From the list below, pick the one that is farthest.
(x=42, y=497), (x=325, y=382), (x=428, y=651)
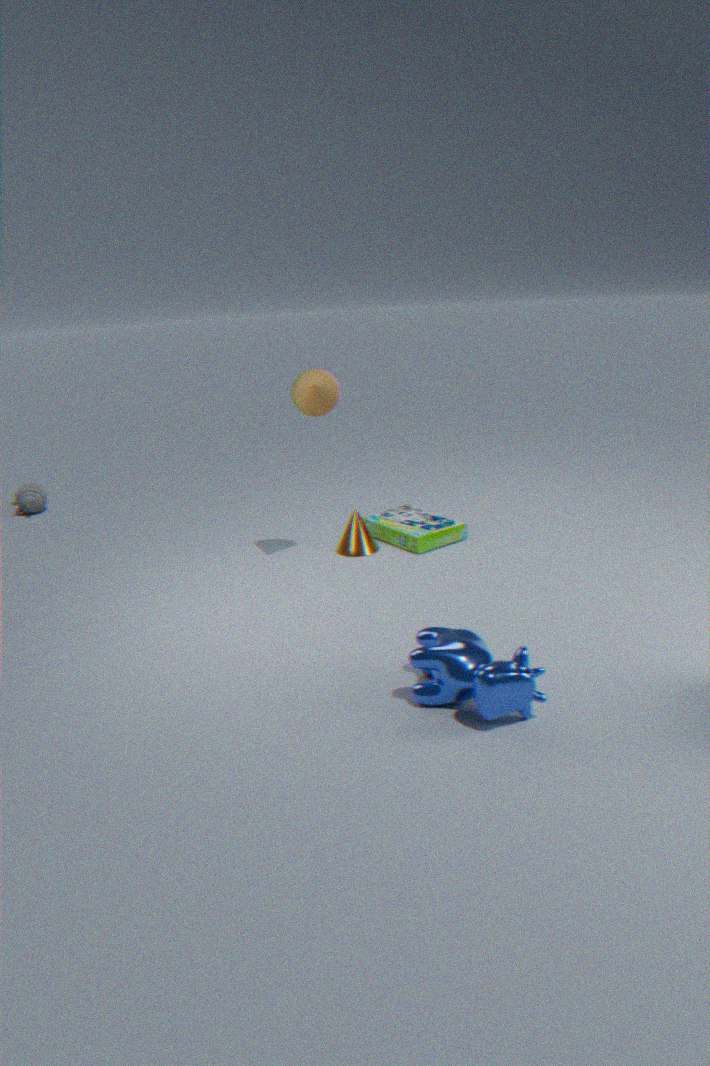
(x=42, y=497)
